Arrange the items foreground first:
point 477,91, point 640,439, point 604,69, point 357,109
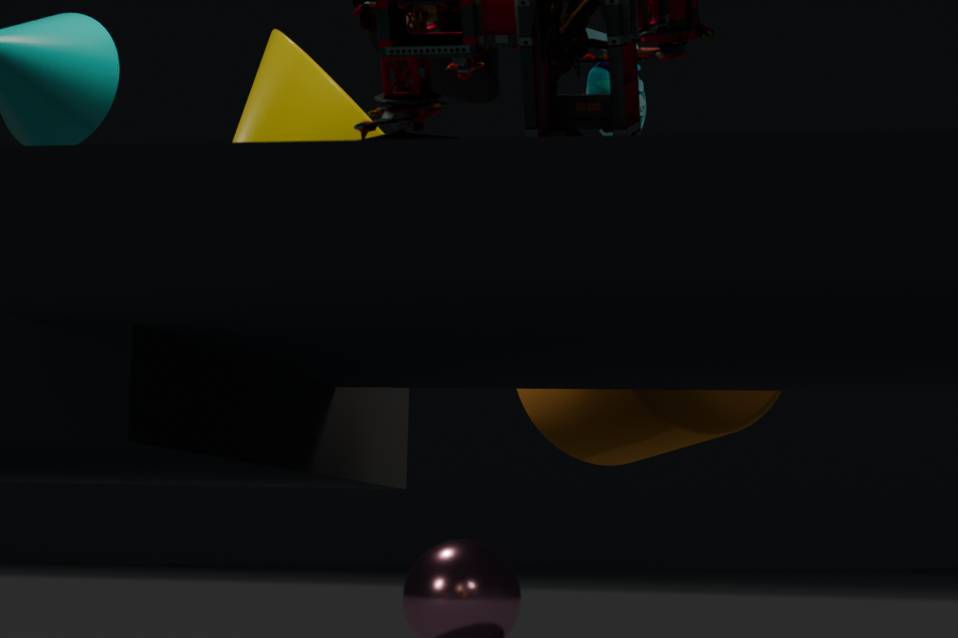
point 477,91 → point 640,439 → point 357,109 → point 604,69
